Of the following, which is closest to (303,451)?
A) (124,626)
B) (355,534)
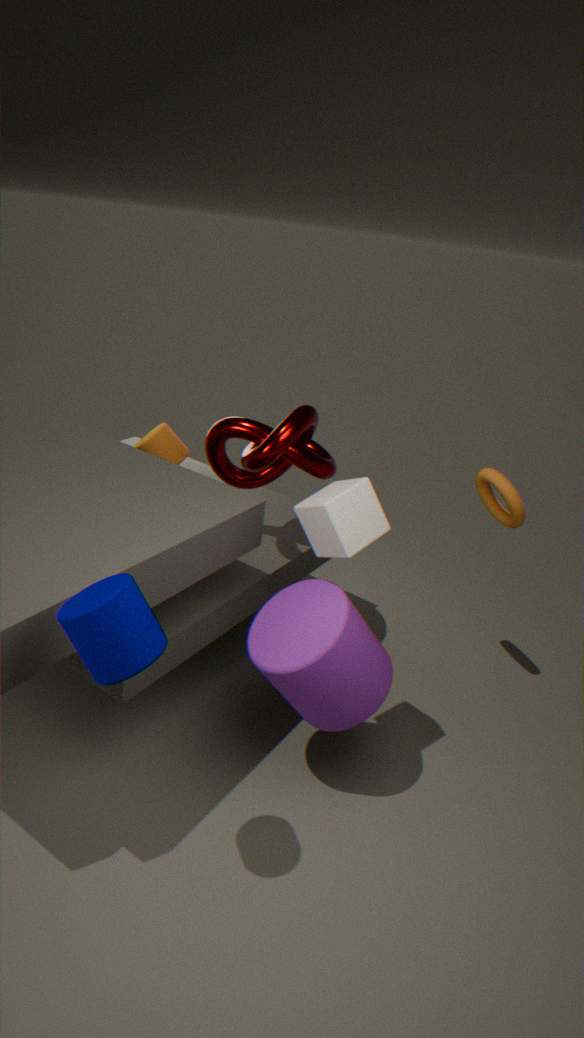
(355,534)
